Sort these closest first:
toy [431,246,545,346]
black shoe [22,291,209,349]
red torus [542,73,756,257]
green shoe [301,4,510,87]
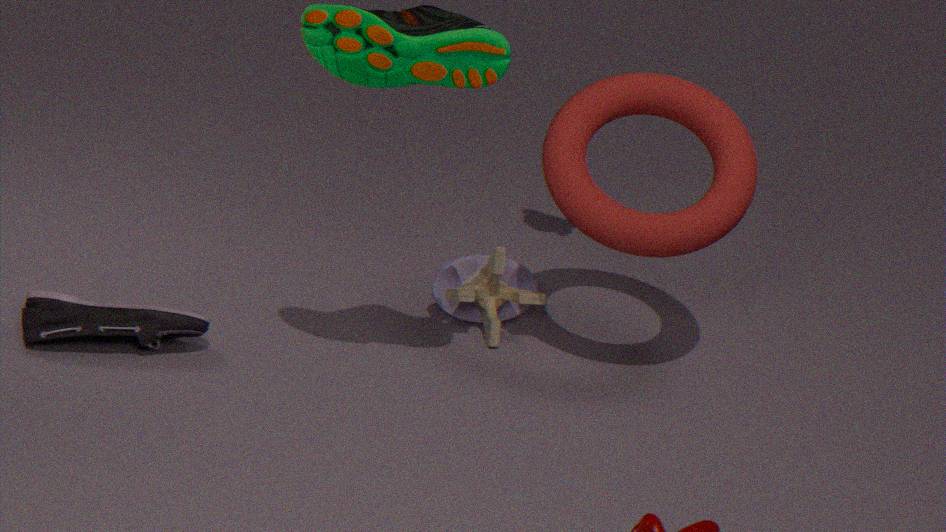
green shoe [301,4,510,87]
black shoe [22,291,209,349]
red torus [542,73,756,257]
toy [431,246,545,346]
